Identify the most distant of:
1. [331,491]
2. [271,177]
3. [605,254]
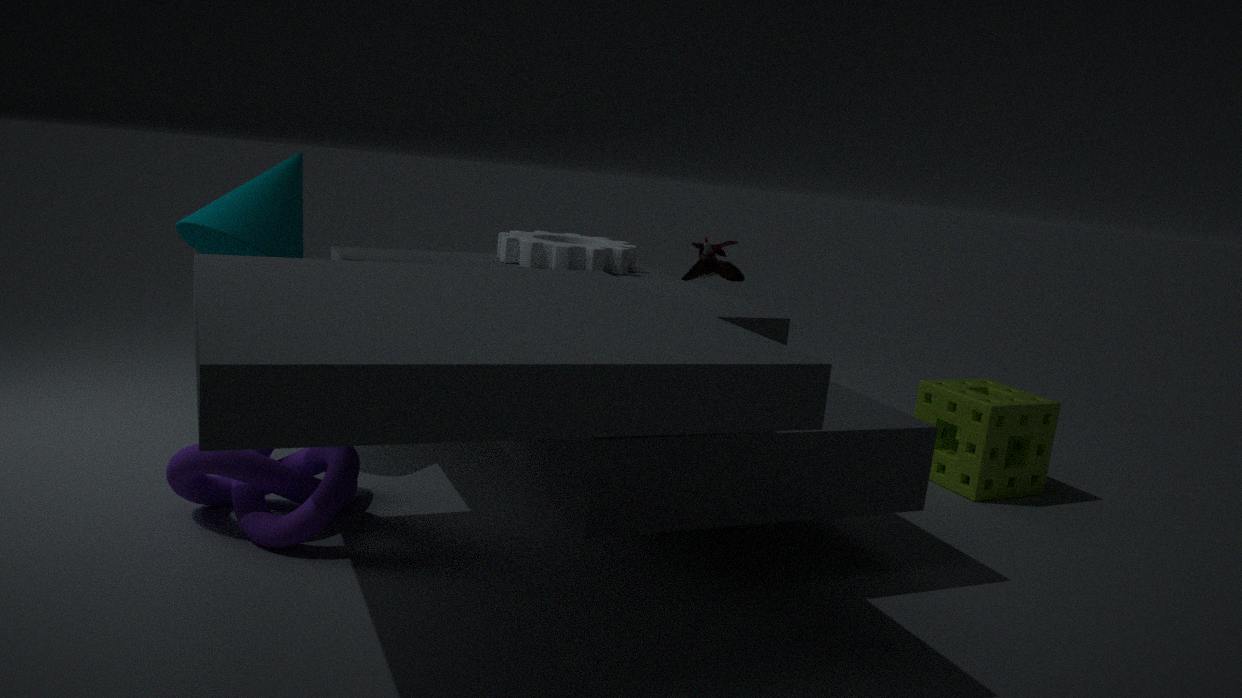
[605,254]
